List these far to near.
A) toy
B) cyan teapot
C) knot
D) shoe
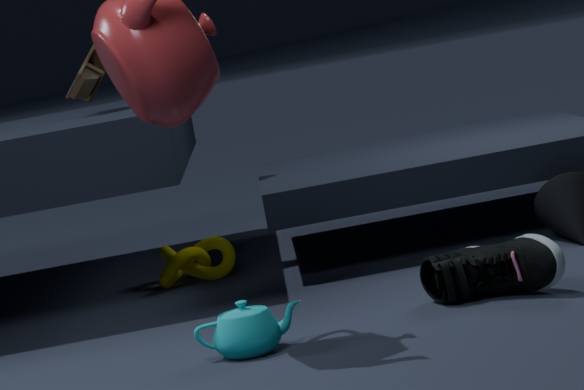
A. toy → C. knot → D. shoe → B. cyan teapot
